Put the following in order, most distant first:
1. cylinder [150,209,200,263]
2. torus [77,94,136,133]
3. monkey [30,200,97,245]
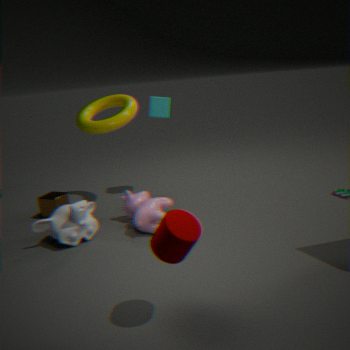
torus [77,94,136,133] → monkey [30,200,97,245] → cylinder [150,209,200,263]
